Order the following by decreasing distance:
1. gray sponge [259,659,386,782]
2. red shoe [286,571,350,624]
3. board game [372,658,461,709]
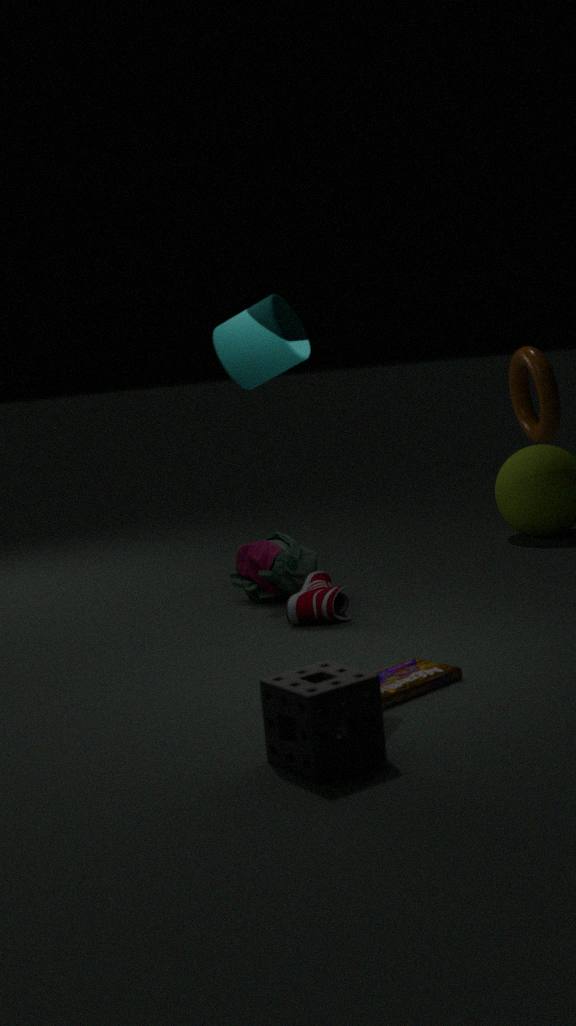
red shoe [286,571,350,624]
board game [372,658,461,709]
gray sponge [259,659,386,782]
